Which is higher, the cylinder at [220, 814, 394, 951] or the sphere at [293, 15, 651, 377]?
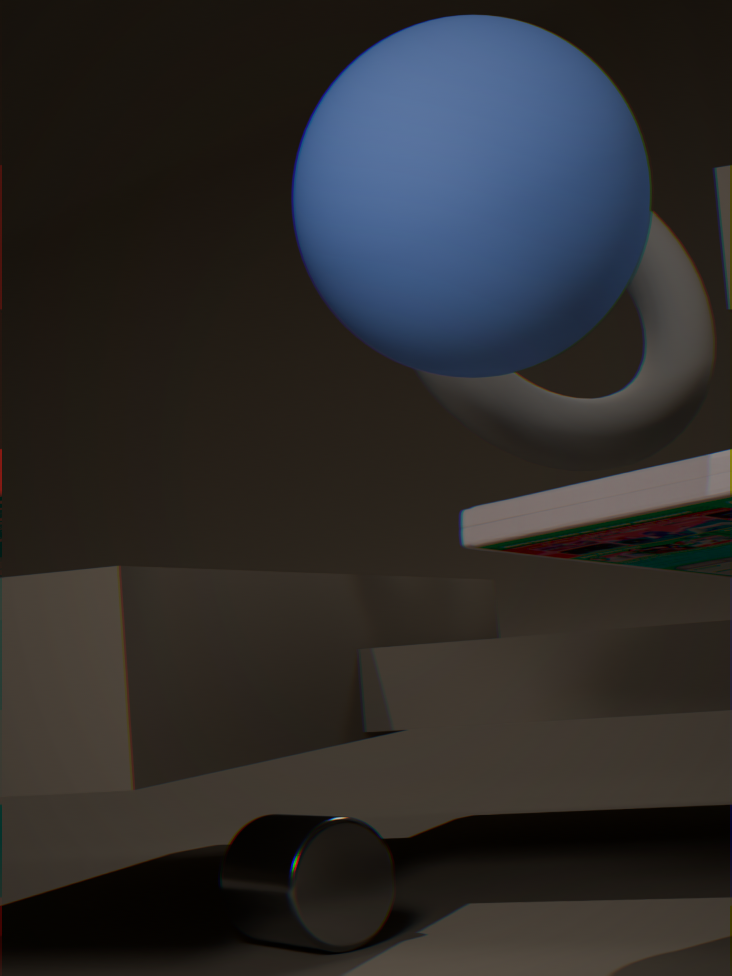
the sphere at [293, 15, 651, 377]
